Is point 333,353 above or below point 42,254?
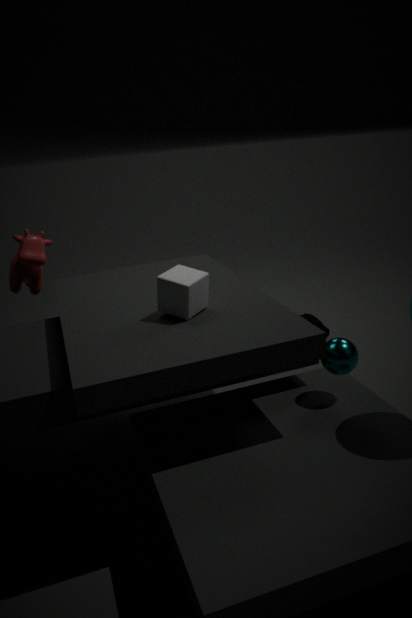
below
